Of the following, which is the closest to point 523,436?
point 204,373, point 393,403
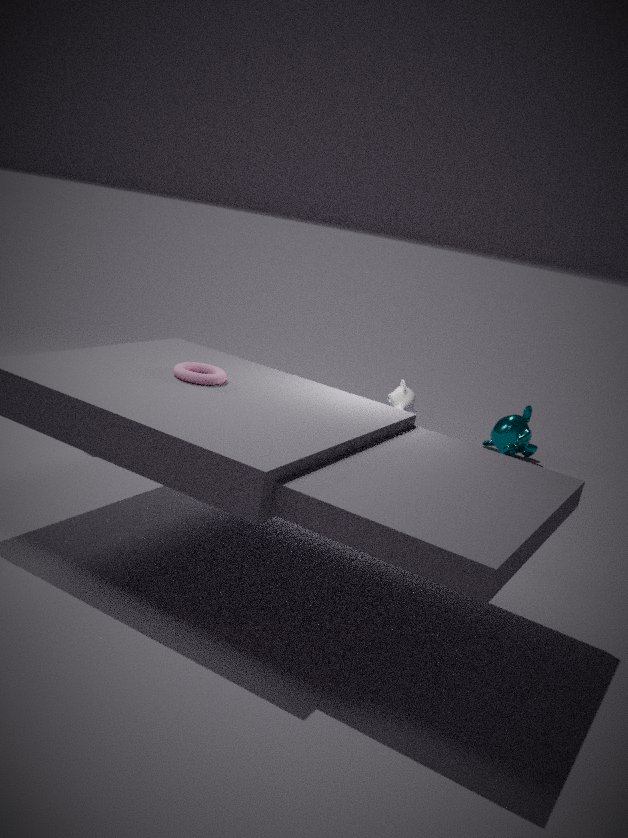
point 393,403
